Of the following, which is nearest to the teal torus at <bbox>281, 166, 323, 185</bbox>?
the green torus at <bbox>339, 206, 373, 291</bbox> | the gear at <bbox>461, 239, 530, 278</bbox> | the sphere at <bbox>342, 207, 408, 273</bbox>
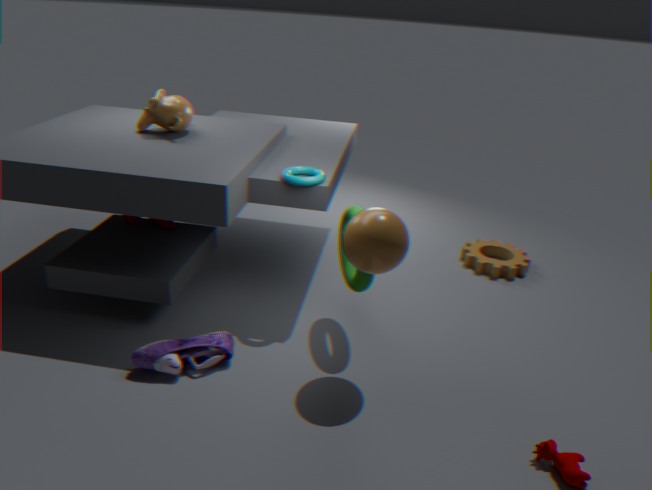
the green torus at <bbox>339, 206, 373, 291</bbox>
